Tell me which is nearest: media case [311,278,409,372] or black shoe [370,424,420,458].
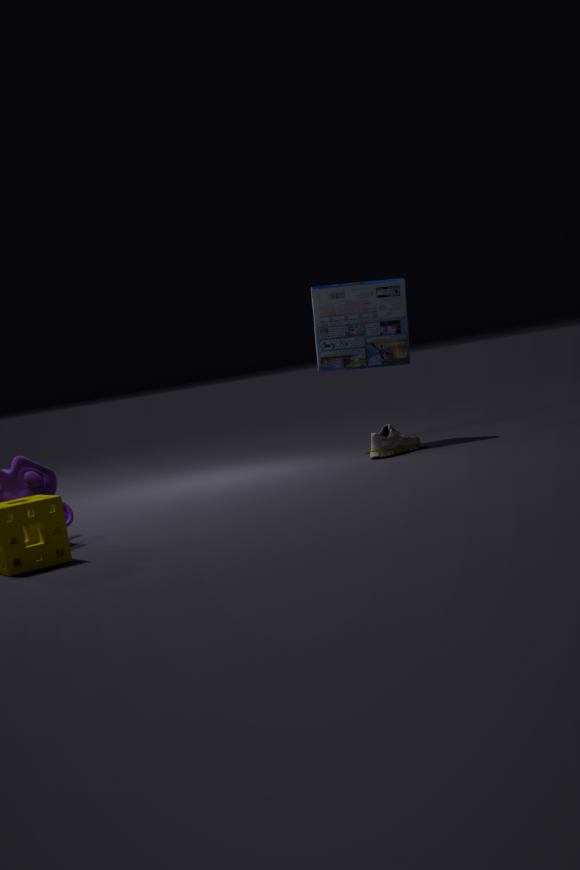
black shoe [370,424,420,458]
